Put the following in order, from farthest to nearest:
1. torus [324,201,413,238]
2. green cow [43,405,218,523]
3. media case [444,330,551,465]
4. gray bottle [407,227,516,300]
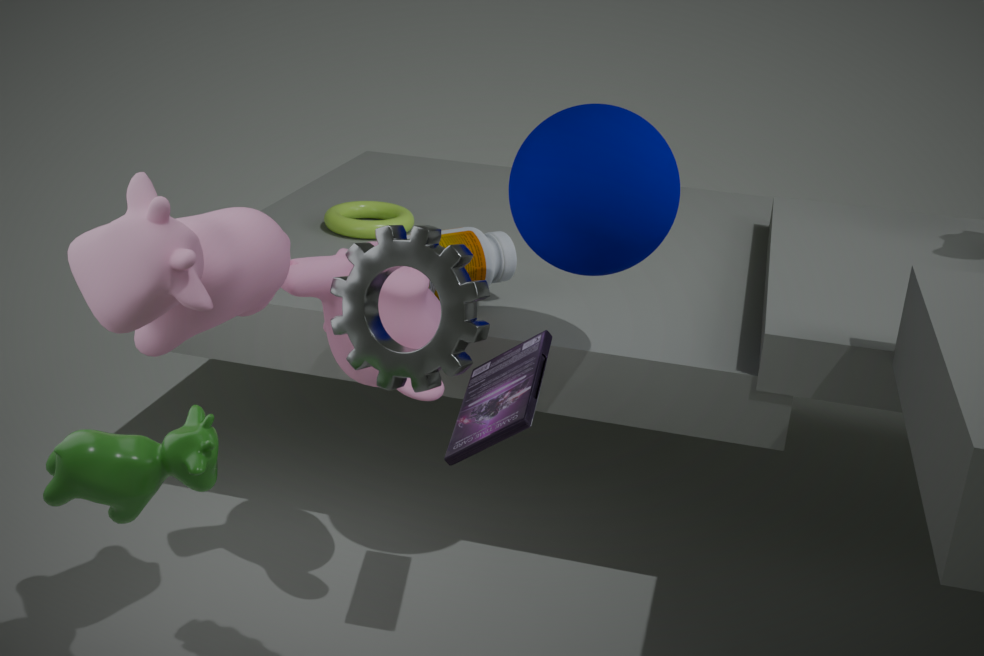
torus [324,201,413,238] < gray bottle [407,227,516,300] < media case [444,330,551,465] < green cow [43,405,218,523]
